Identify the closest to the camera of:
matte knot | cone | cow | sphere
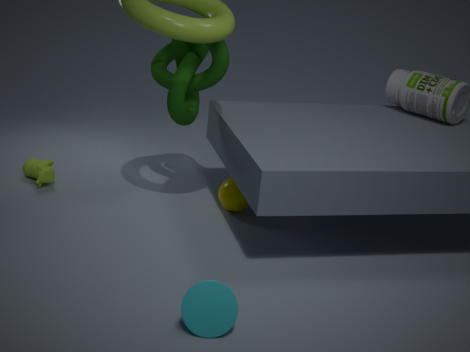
cone
